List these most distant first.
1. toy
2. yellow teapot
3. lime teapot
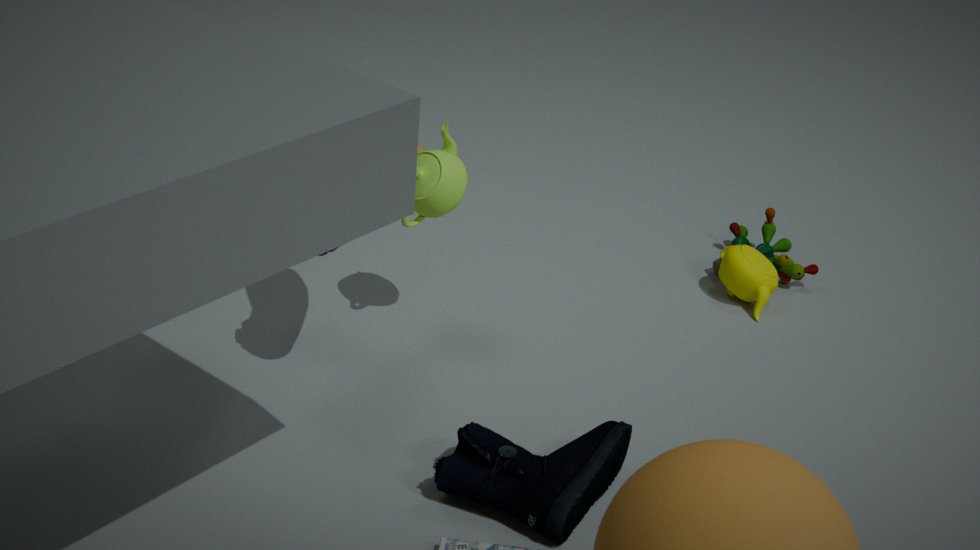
toy
yellow teapot
lime teapot
